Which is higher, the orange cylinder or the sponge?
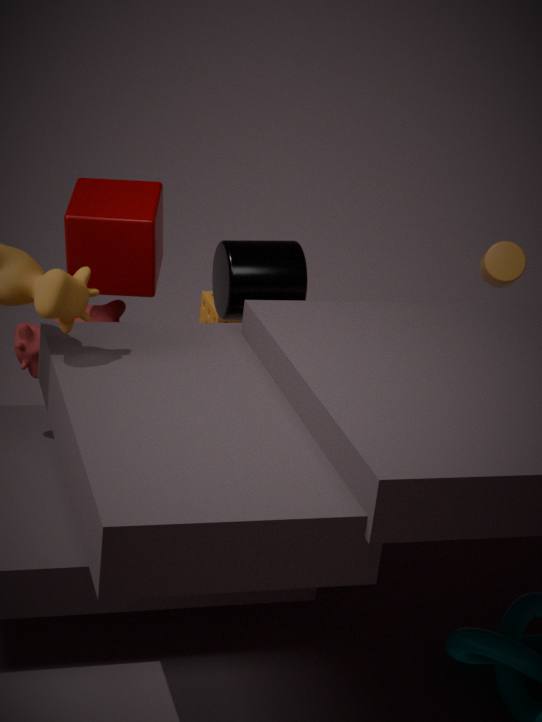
the orange cylinder
